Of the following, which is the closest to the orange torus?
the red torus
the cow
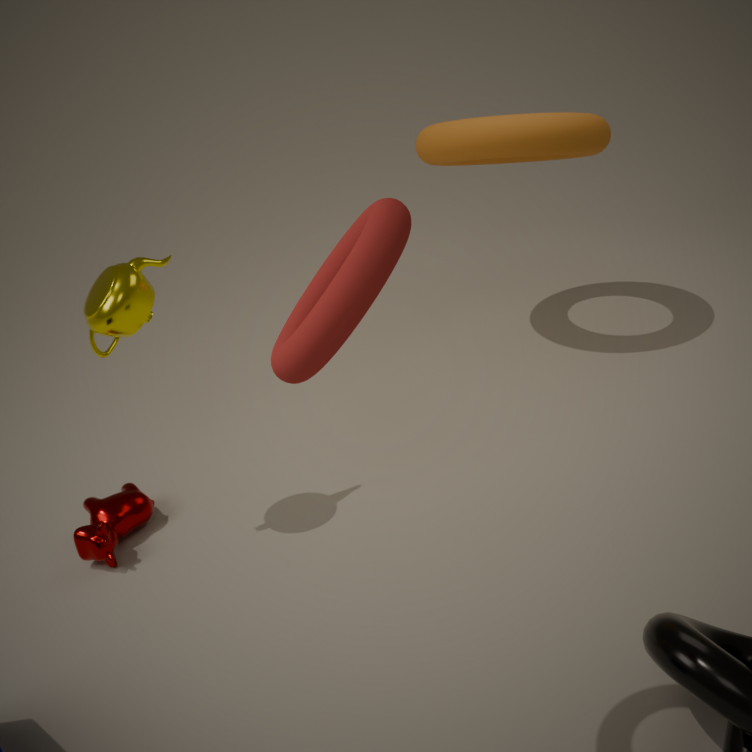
the cow
